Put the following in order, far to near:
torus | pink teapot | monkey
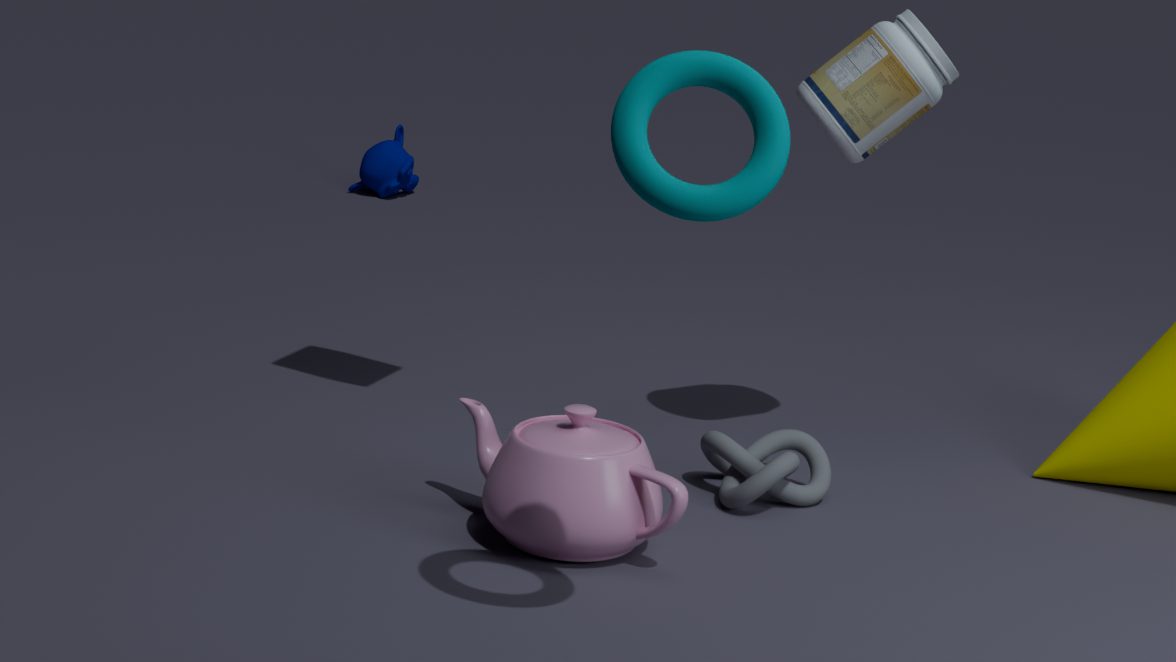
monkey → pink teapot → torus
